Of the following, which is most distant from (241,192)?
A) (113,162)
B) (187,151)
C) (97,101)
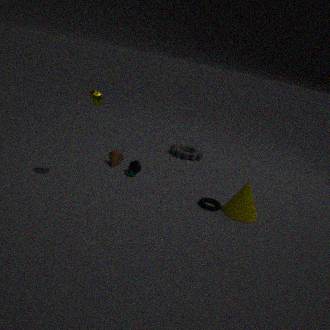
(97,101)
